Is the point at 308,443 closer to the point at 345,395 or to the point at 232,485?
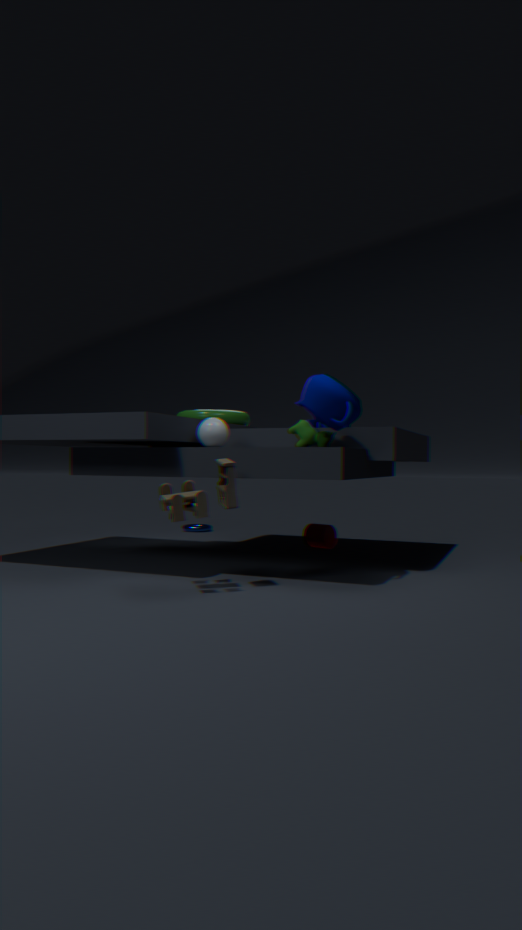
the point at 345,395
